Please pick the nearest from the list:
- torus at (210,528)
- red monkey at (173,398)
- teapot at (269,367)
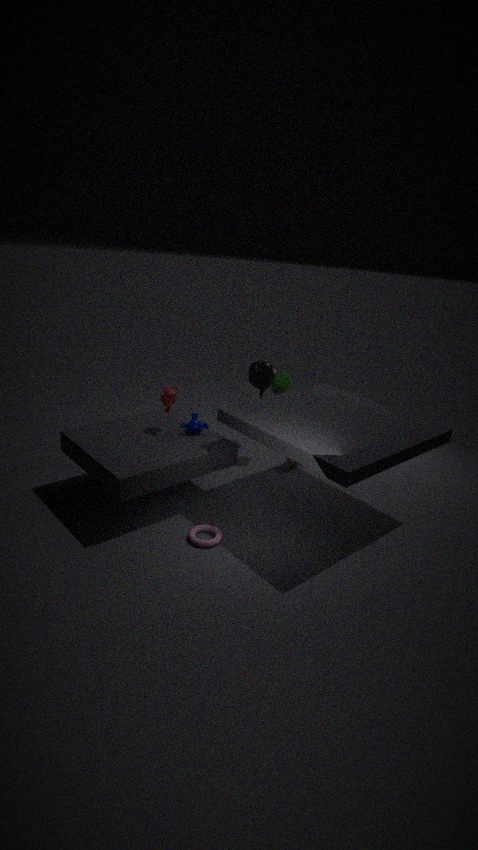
torus at (210,528)
